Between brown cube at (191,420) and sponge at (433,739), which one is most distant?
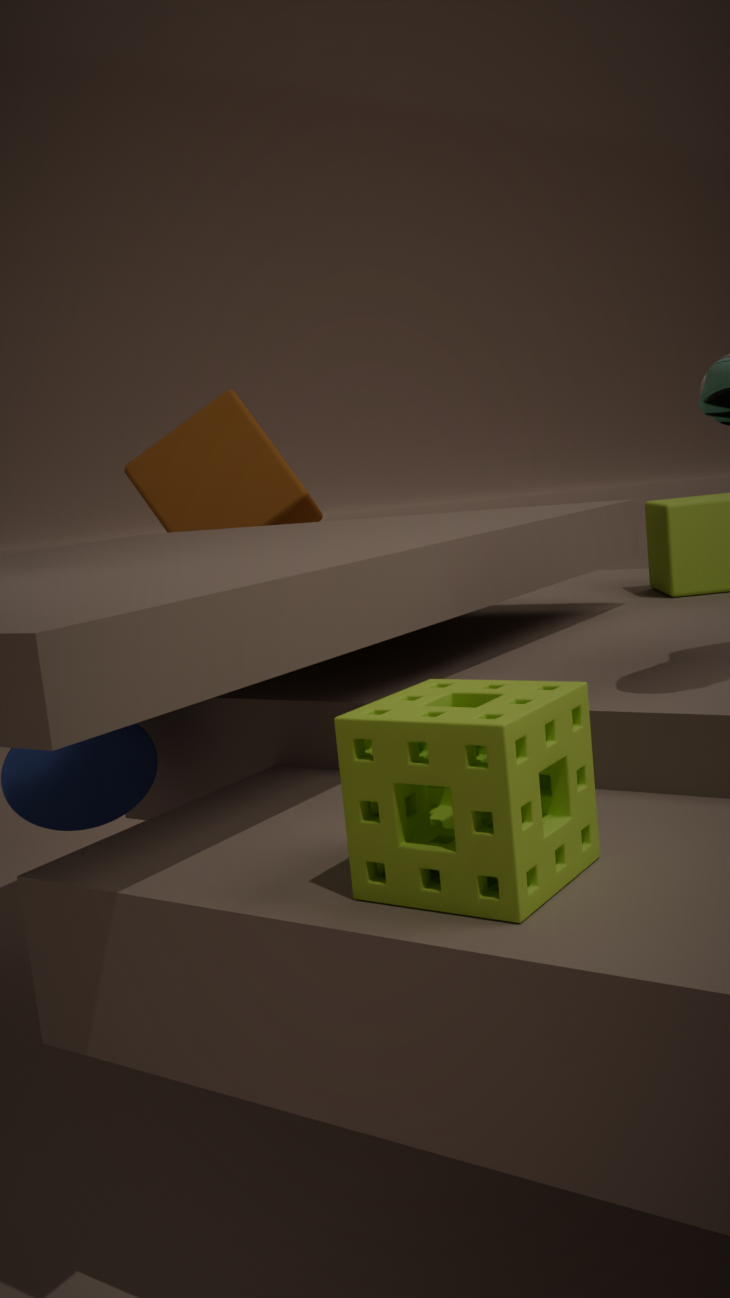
brown cube at (191,420)
